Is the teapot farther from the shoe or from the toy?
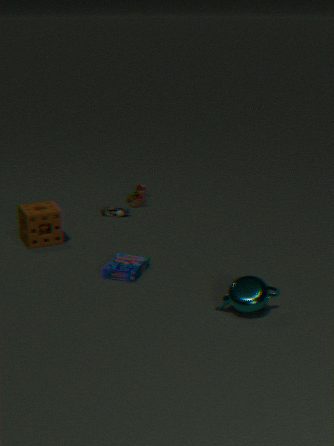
the toy
